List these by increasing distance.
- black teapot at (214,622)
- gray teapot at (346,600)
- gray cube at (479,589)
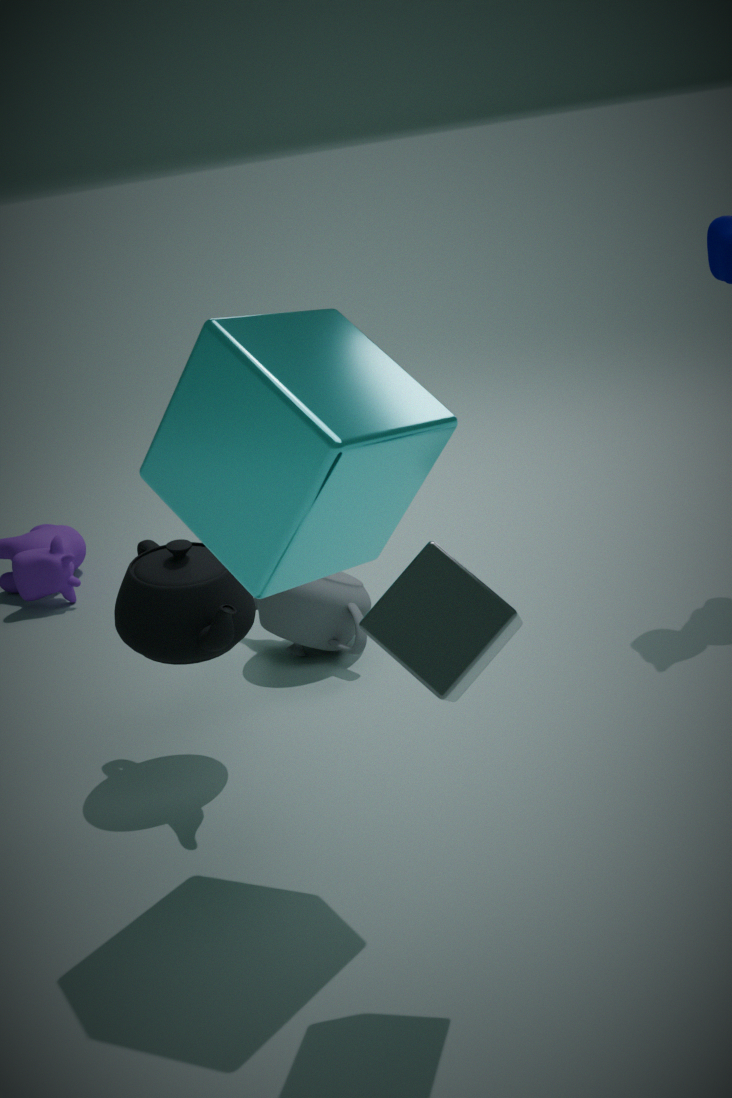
gray cube at (479,589) < black teapot at (214,622) < gray teapot at (346,600)
